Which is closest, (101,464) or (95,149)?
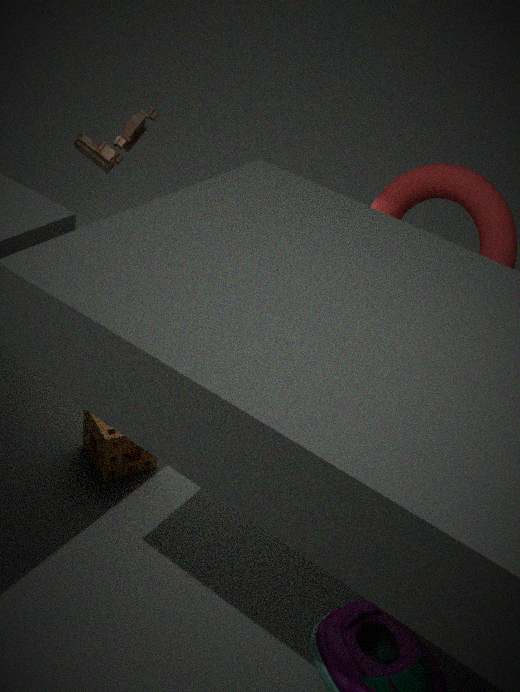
(101,464)
